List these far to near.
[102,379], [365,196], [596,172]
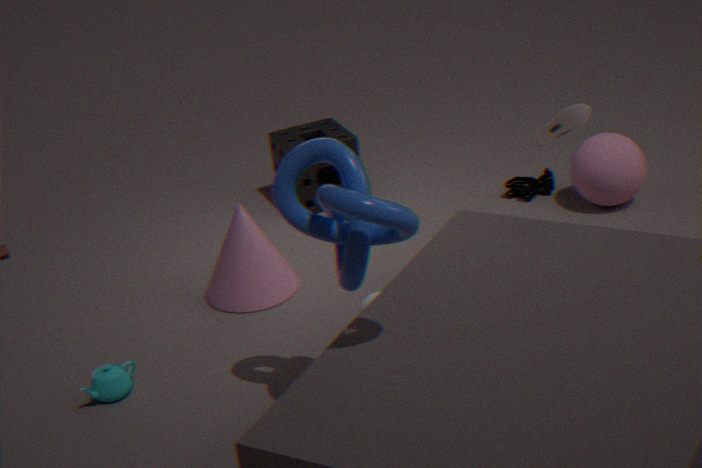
[596,172] → [102,379] → [365,196]
